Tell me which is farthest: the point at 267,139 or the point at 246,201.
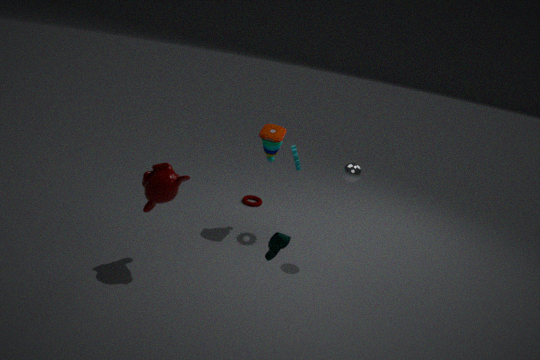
the point at 246,201
